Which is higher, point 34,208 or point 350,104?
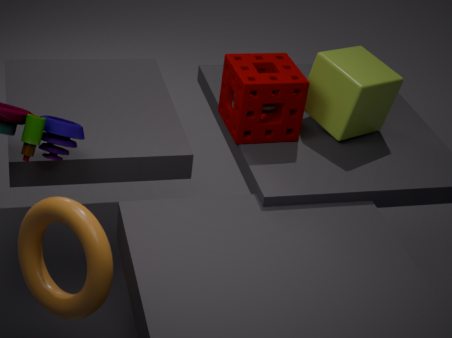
point 350,104
